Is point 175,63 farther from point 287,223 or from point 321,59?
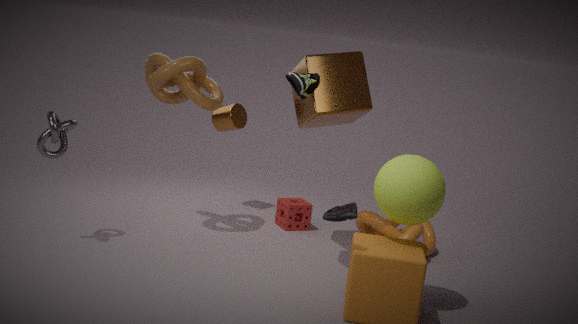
point 287,223
